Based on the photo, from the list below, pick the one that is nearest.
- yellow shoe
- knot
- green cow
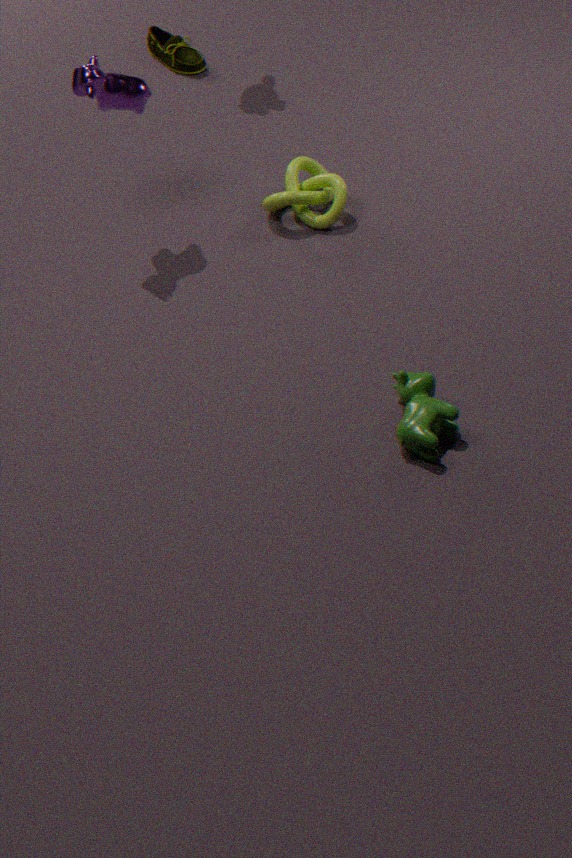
green cow
